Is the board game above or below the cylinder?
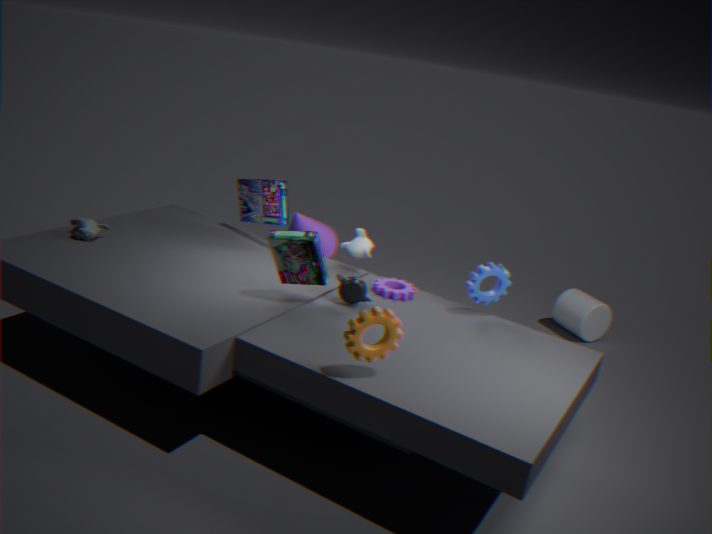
above
